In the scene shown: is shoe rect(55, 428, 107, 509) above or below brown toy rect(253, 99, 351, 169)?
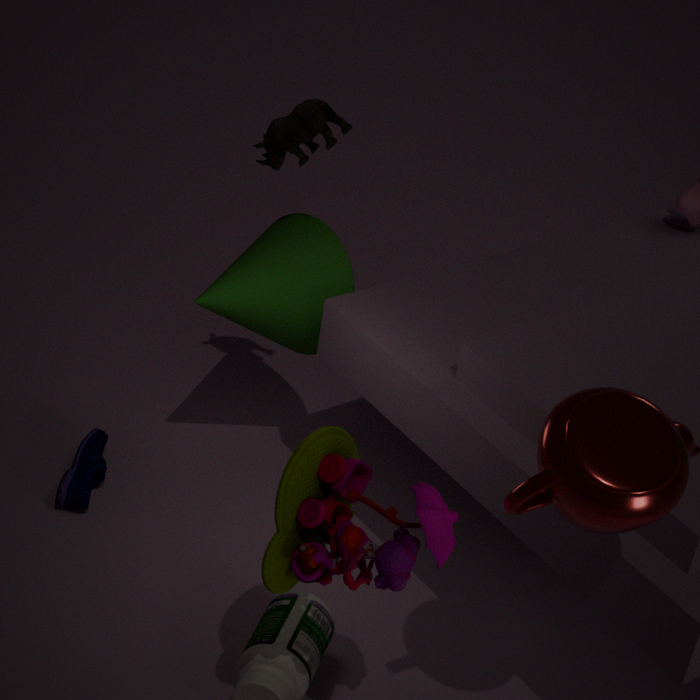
below
